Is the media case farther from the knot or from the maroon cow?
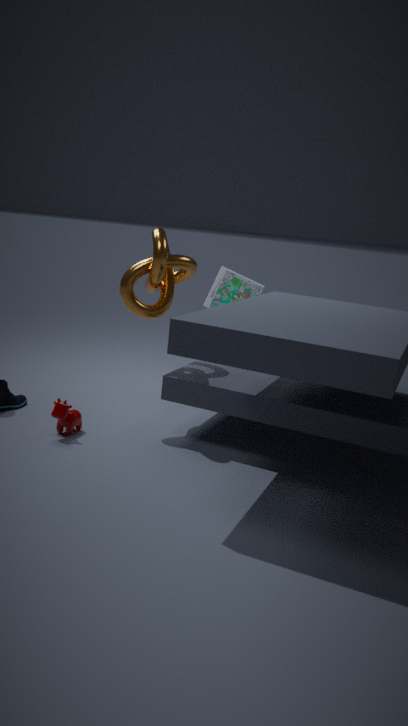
the maroon cow
